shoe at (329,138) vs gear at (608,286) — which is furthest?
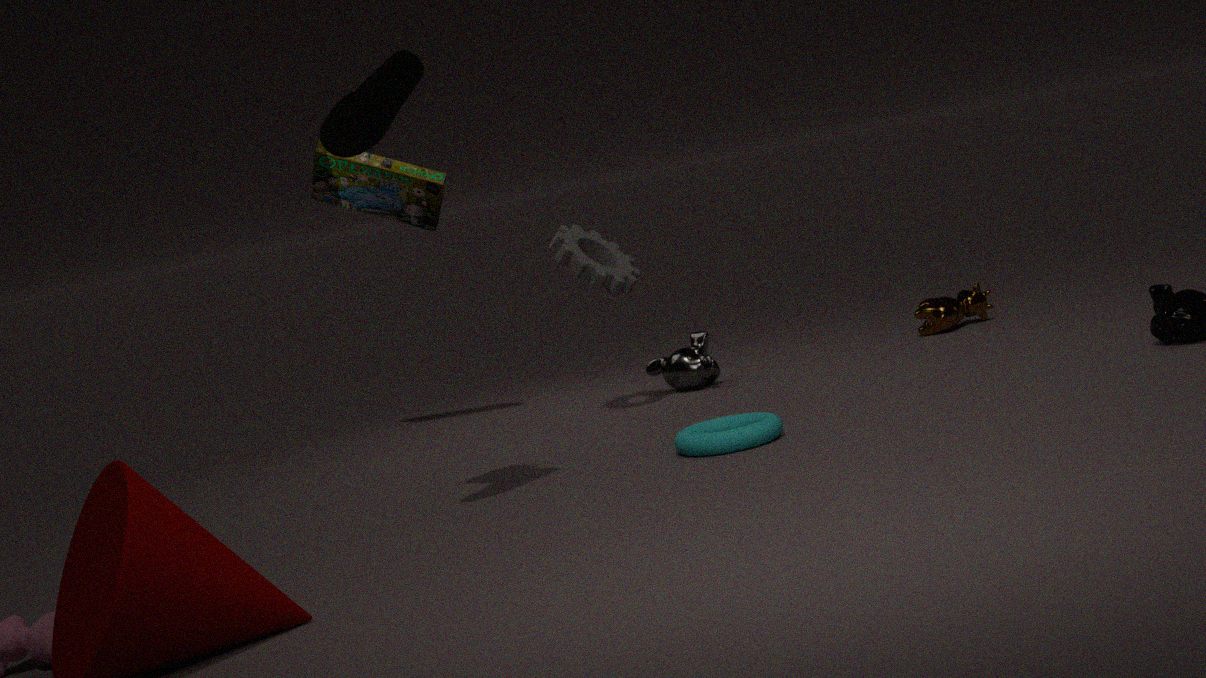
gear at (608,286)
